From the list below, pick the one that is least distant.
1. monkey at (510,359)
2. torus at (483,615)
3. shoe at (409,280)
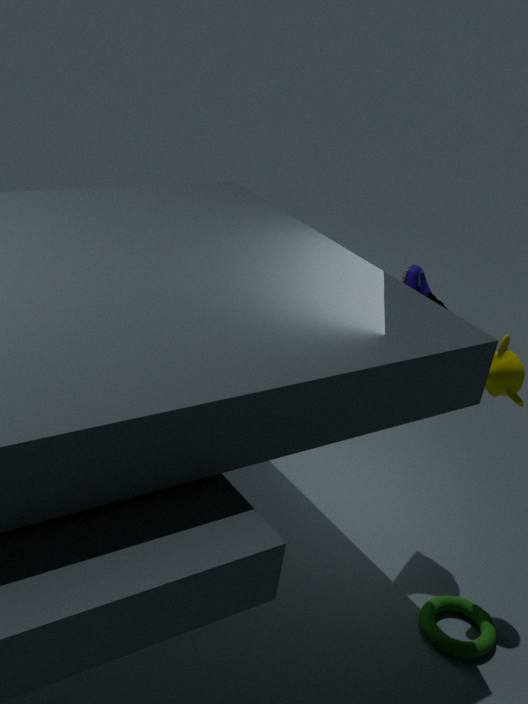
torus at (483,615)
